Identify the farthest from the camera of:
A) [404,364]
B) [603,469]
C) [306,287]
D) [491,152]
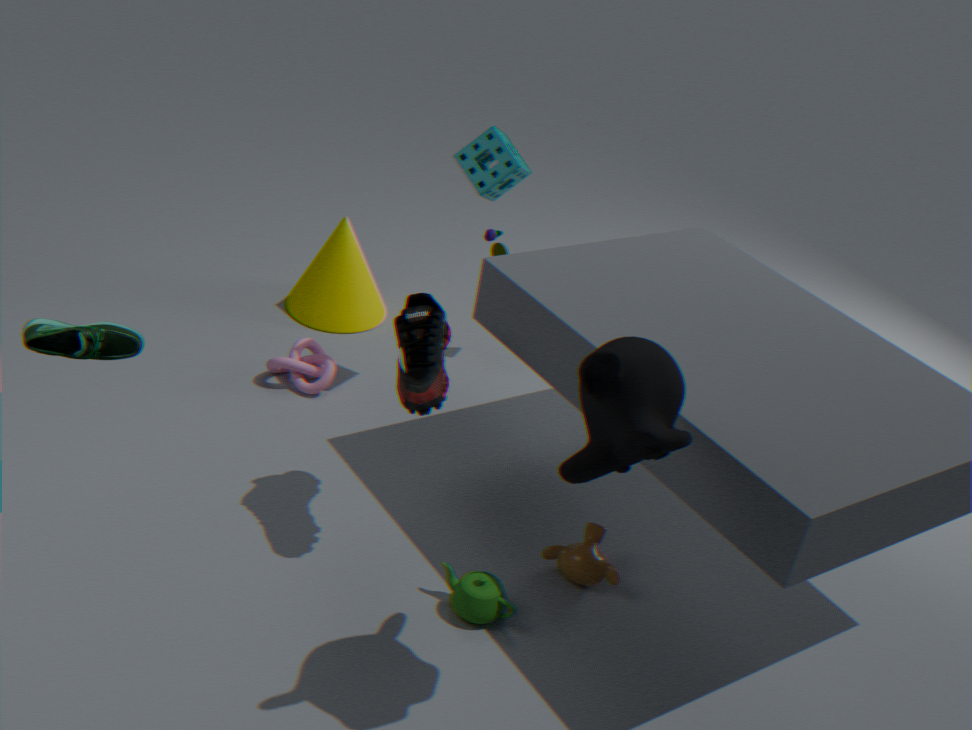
[306,287]
